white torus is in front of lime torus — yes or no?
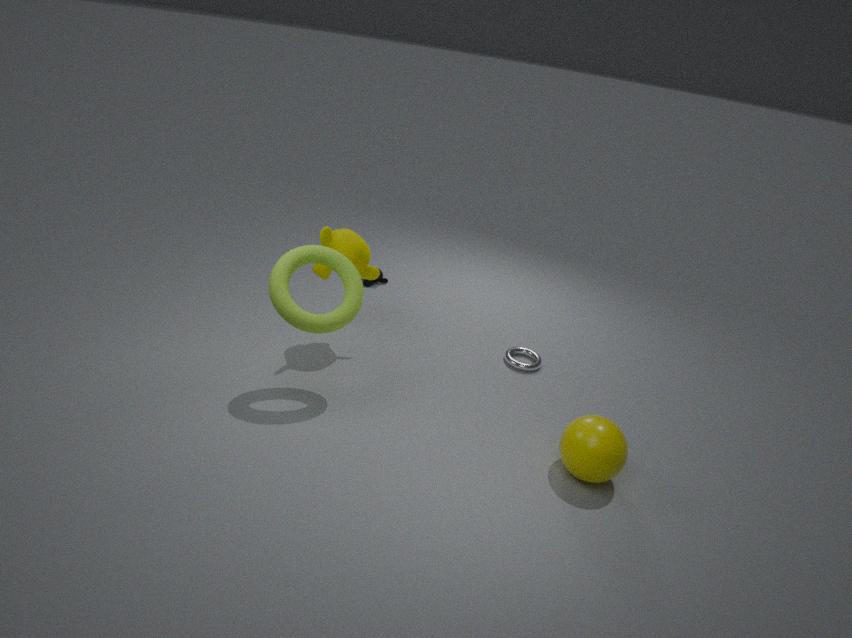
No
